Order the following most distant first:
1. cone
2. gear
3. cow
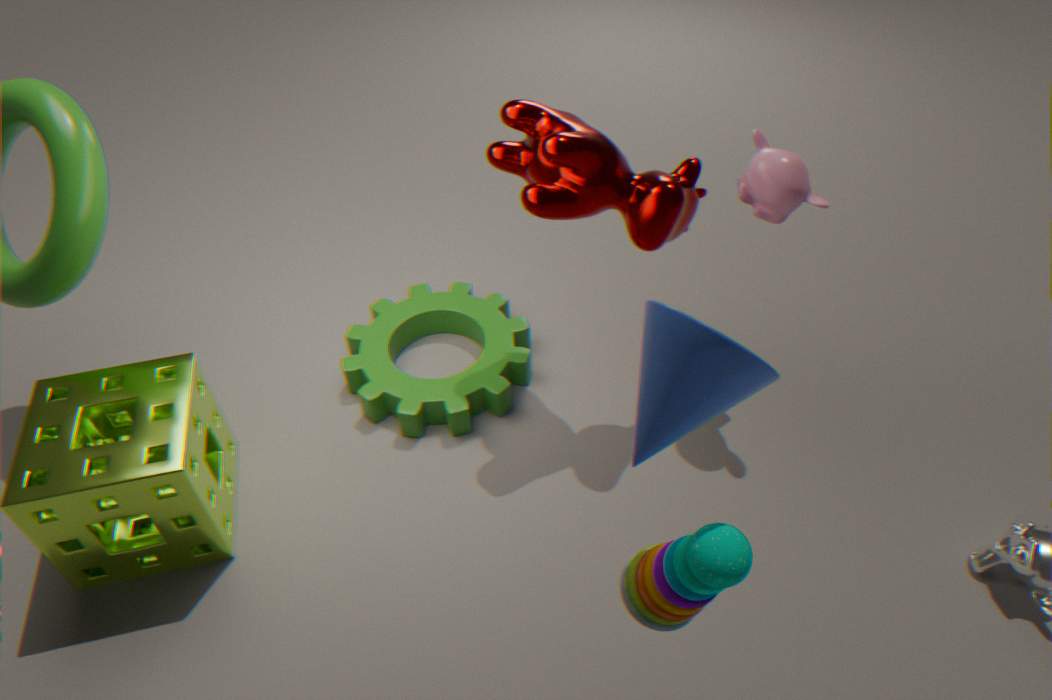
gear < cow < cone
